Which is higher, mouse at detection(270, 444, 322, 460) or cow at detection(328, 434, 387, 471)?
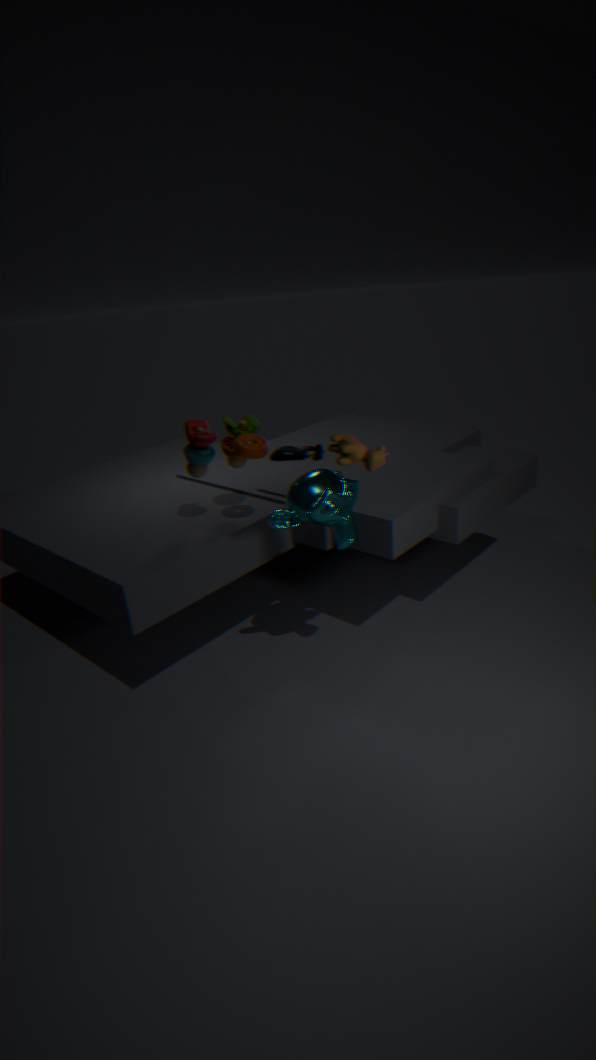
cow at detection(328, 434, 387, 471)
